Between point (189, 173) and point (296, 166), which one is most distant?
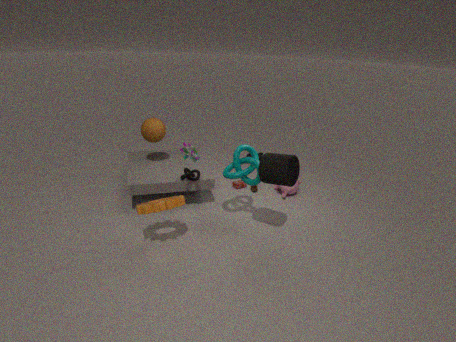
point (189, 173)
